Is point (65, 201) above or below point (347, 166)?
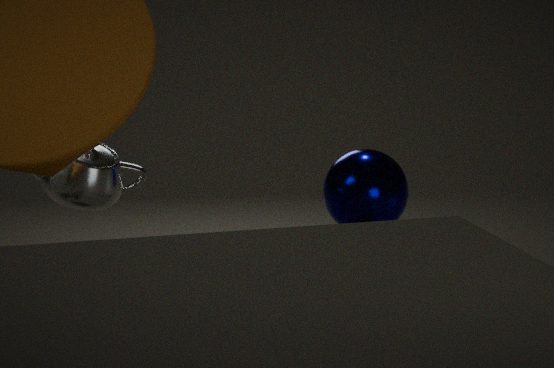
above
